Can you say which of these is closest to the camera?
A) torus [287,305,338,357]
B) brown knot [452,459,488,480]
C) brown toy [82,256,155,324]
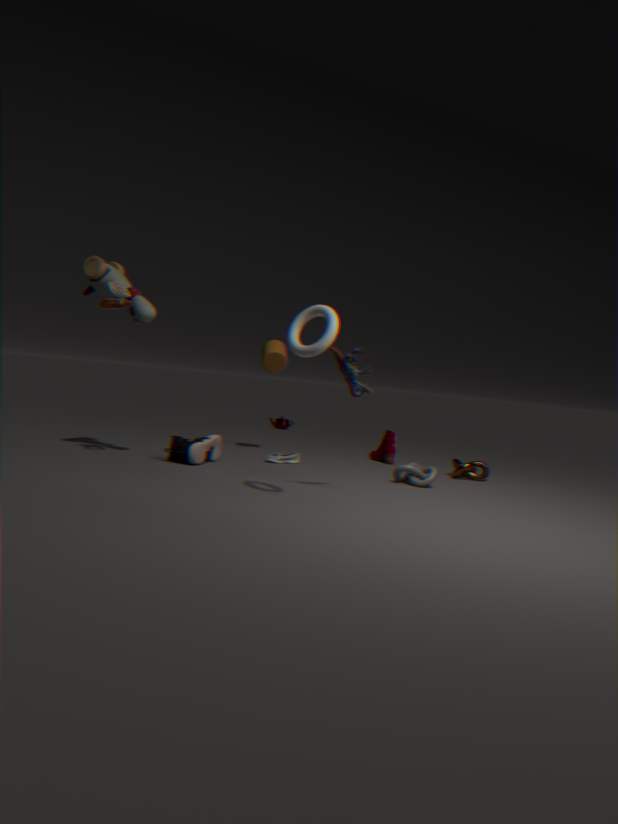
torus [287,305,338,357]
